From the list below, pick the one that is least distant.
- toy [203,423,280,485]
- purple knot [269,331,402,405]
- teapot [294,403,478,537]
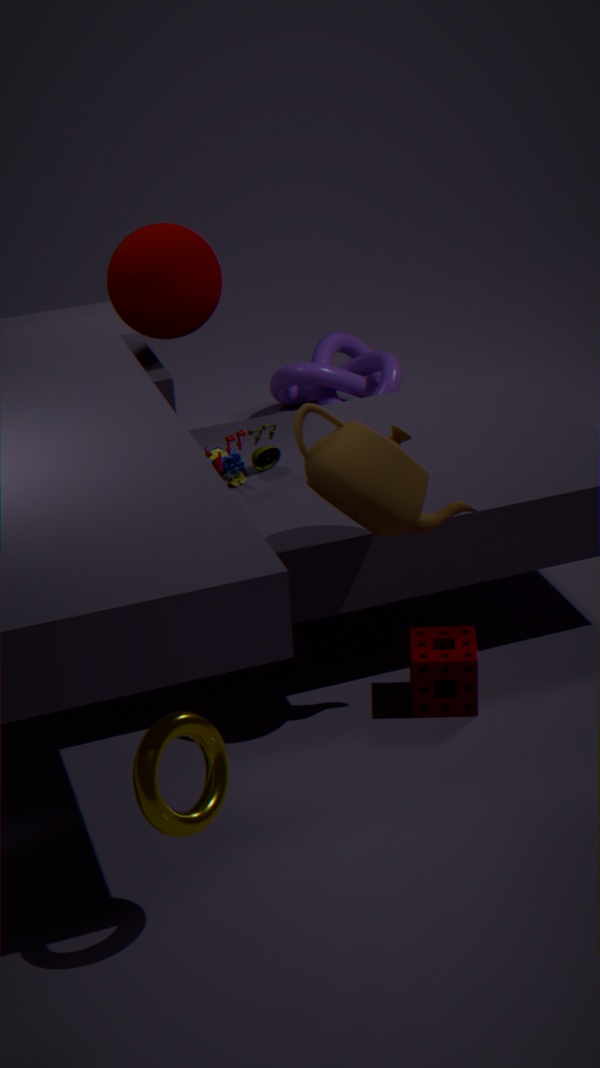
teapot [294,403,478,537]
